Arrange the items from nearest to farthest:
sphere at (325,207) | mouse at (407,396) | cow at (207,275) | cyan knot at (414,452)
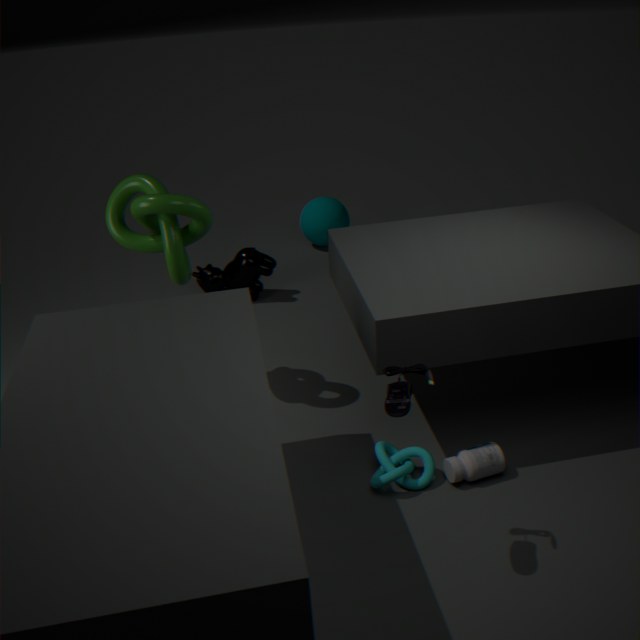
mouse at (407,396)
cyan knot at (414,452)
cow at (207,275)
sphere at (325,207)
